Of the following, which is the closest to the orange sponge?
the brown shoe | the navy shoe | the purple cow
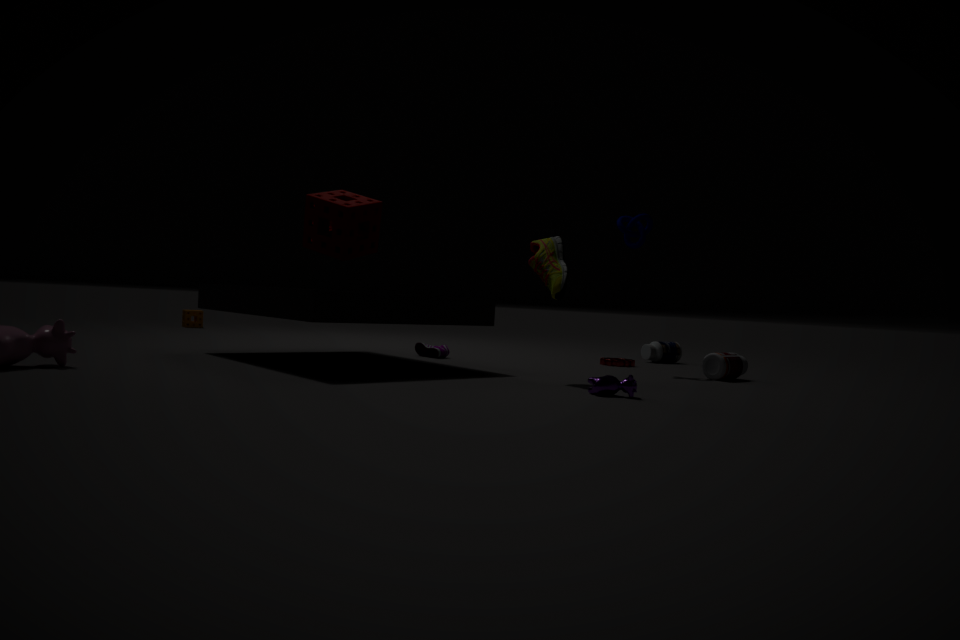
the navy shoe
